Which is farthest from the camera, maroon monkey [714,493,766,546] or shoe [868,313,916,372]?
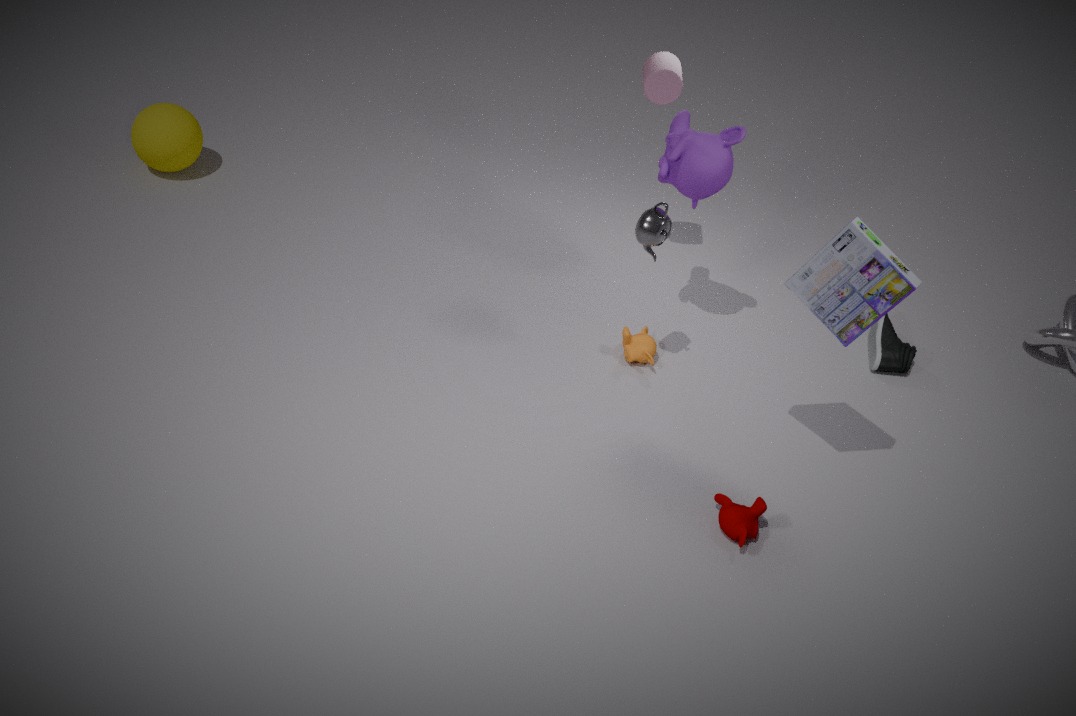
shoe [868,313,916,372]
